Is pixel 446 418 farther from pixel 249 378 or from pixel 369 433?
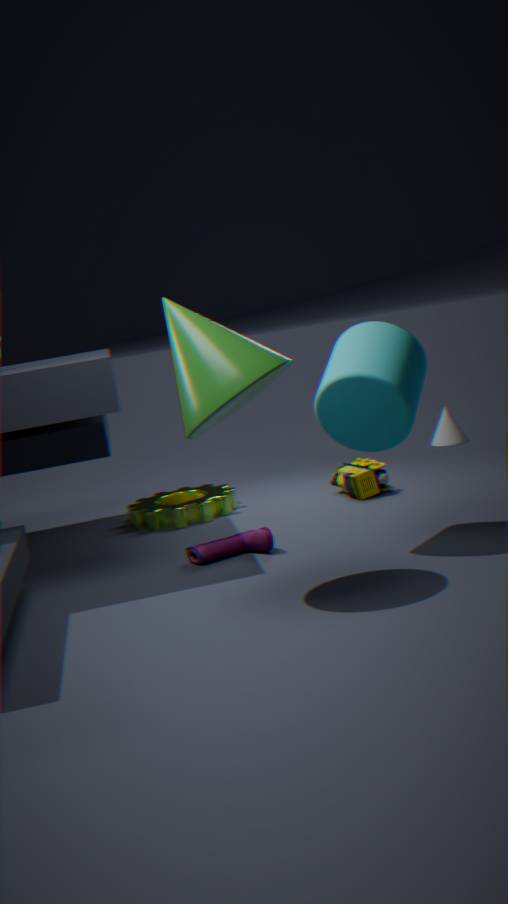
pixel 249 378
